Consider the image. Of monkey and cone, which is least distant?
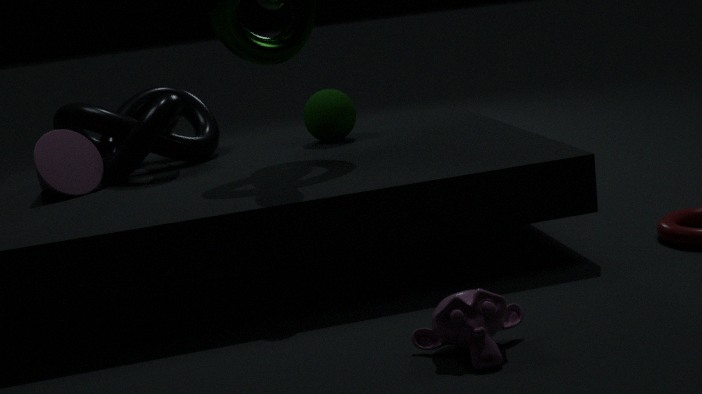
monkey
